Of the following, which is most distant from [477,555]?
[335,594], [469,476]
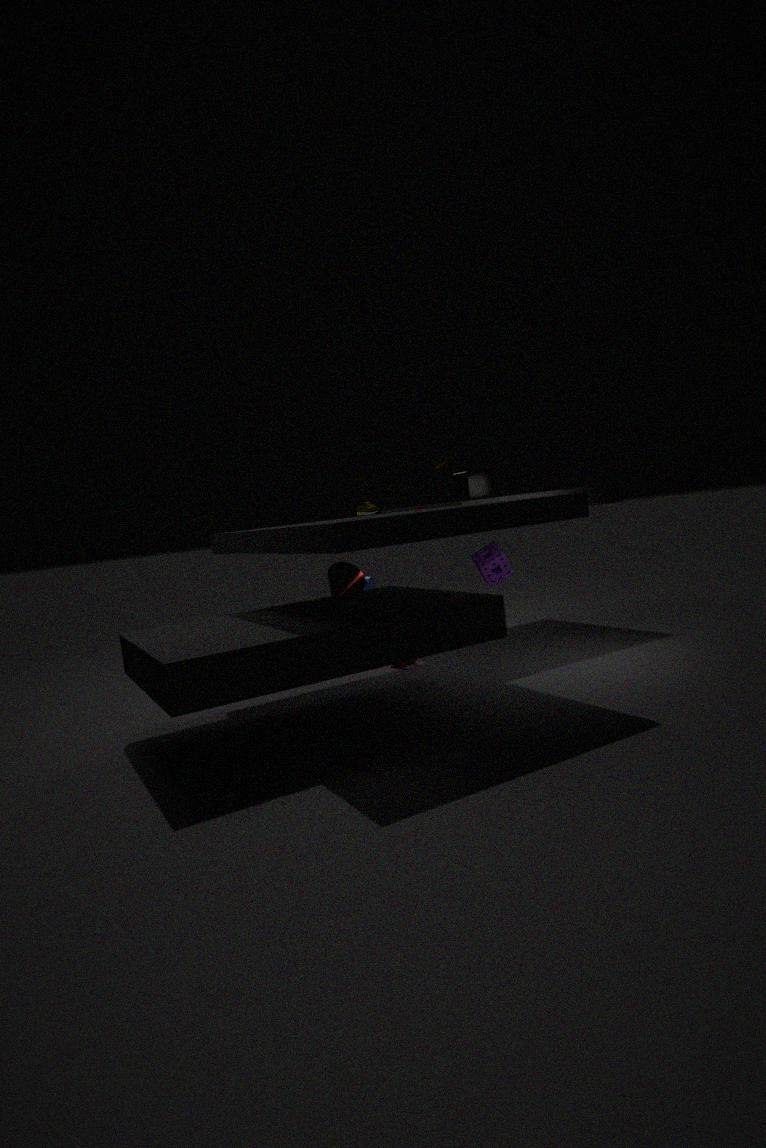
[335,594]
